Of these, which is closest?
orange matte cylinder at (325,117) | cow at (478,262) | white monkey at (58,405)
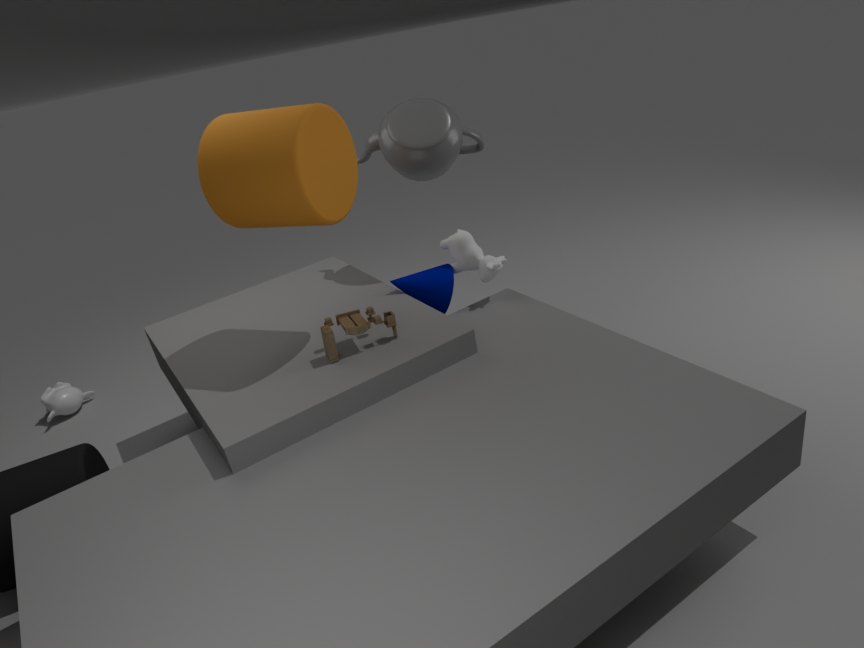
orange matte cylinder at (325,117)
